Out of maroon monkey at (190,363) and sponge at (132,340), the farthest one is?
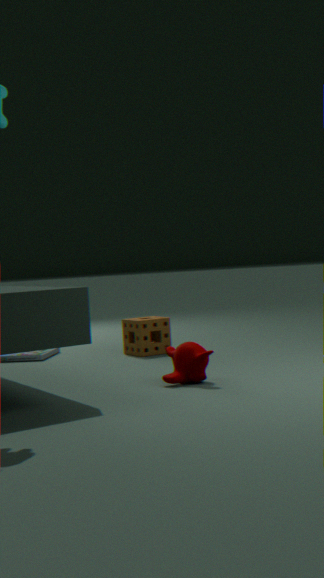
sponge at (132,340)
